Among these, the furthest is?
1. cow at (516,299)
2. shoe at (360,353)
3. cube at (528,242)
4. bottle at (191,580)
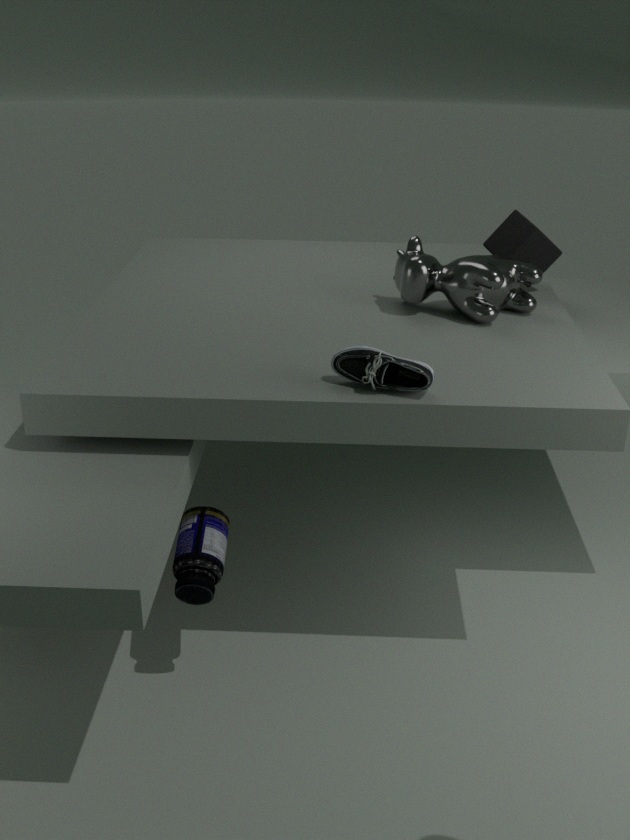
cube at (528,242)
